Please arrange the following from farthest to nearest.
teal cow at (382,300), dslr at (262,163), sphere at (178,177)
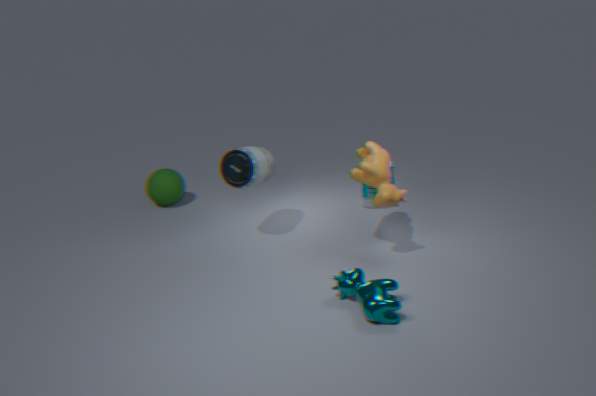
sphere at (178,177), dslr at (262,163), teal cow at (382,300)
